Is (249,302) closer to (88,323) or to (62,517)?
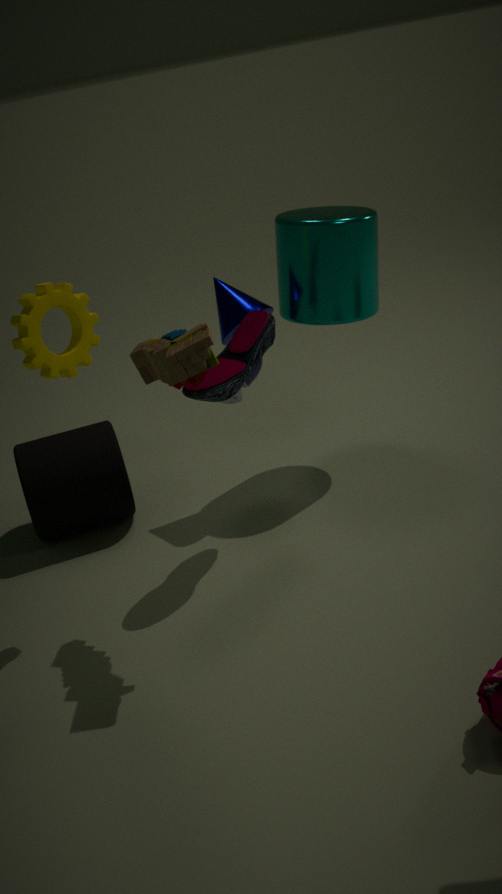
(88,323)
